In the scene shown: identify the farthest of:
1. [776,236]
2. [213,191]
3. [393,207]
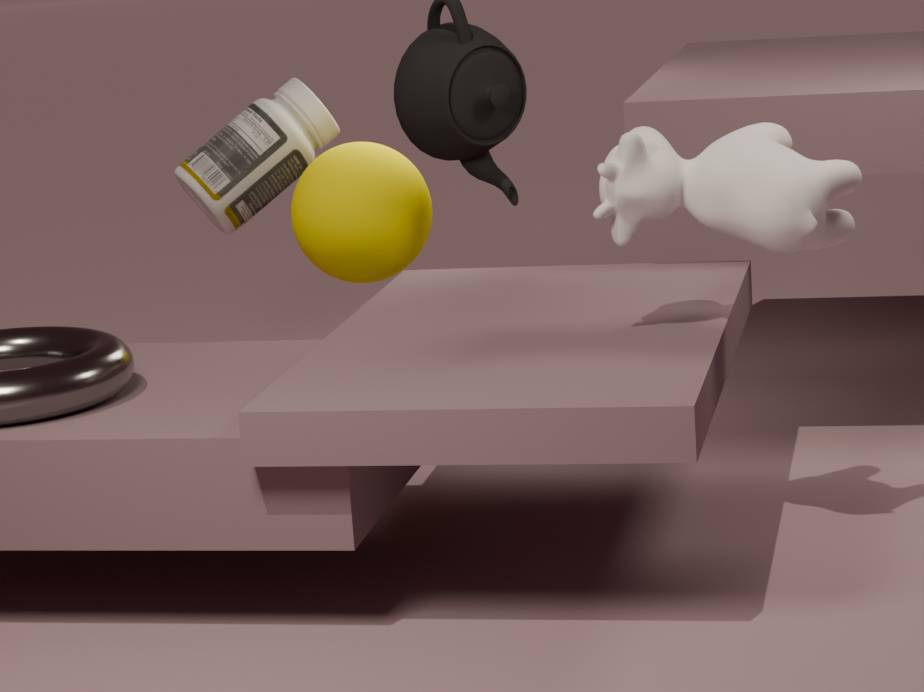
[213,191]
